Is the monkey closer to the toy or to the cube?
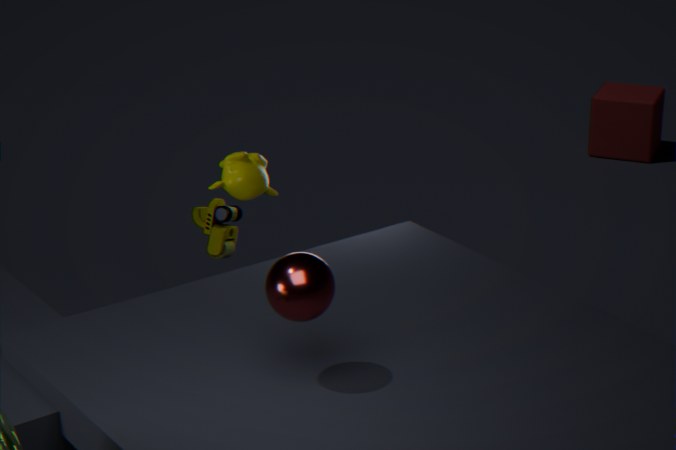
the toy
